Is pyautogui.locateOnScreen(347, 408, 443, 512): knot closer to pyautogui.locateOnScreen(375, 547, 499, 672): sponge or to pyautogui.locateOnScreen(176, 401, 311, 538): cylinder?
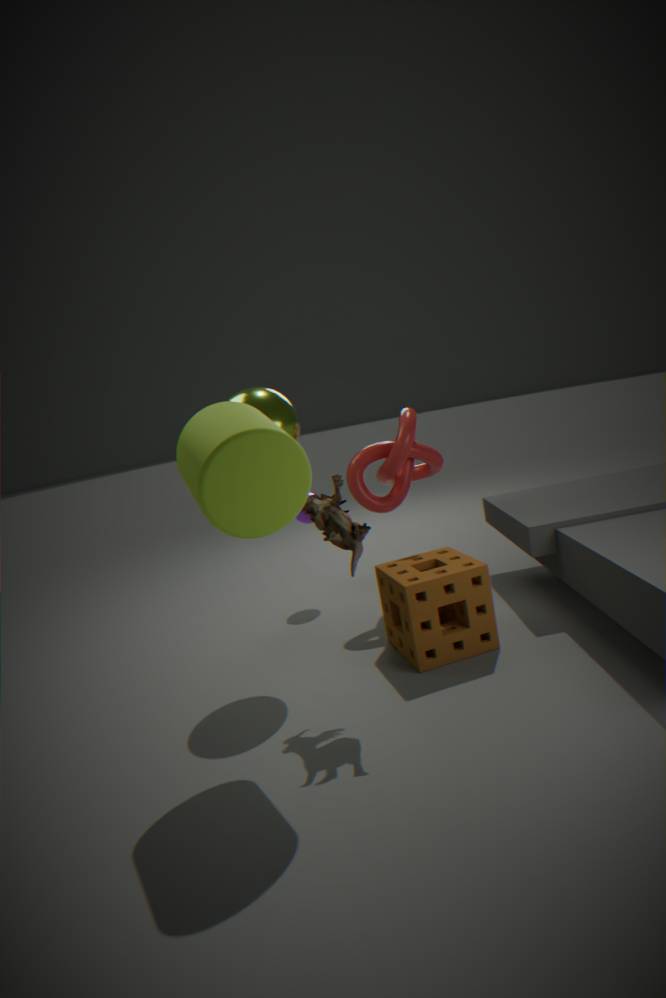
pyautogui.locateOnScreen(375, 547, 499, 672): sponge
